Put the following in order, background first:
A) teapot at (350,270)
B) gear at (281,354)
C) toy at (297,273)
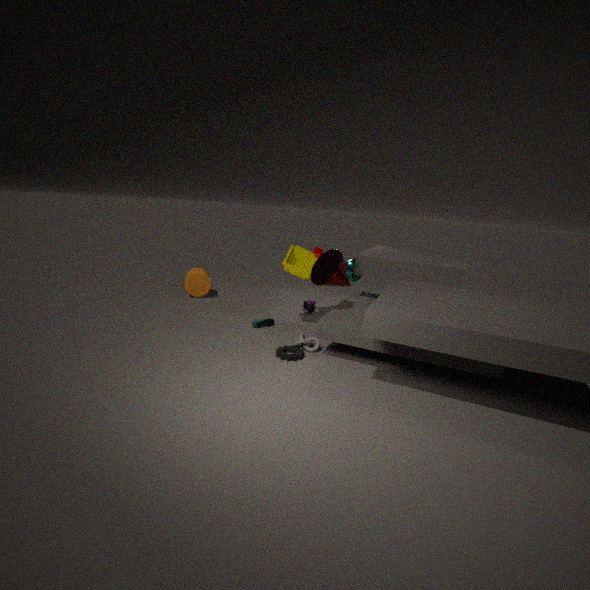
1. teapot at (350,270)
2. toy at (297,273)
3. gear at (281,354)
